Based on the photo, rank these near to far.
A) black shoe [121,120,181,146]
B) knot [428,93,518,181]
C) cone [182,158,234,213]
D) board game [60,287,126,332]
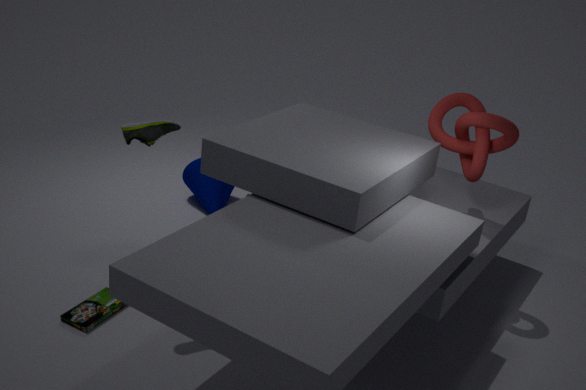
black shoe [121,120,181,146] < board game [60,287,126,332] < knot [428,93,518,181] < cone [182,158,234,213]
